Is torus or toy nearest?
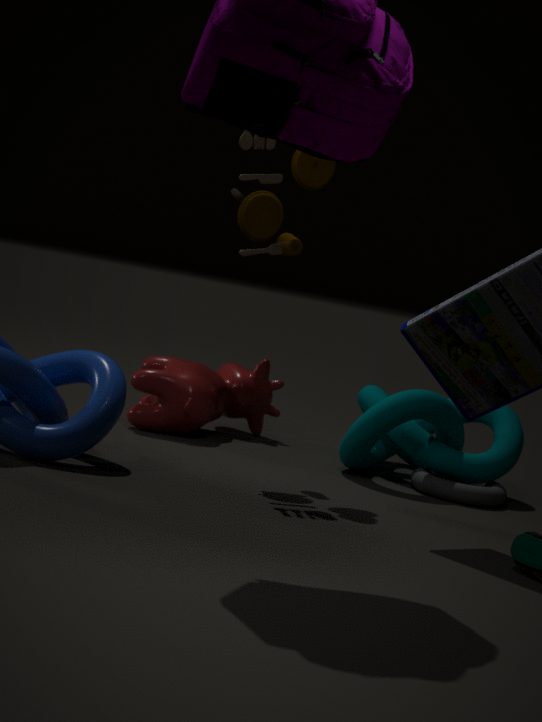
toy
